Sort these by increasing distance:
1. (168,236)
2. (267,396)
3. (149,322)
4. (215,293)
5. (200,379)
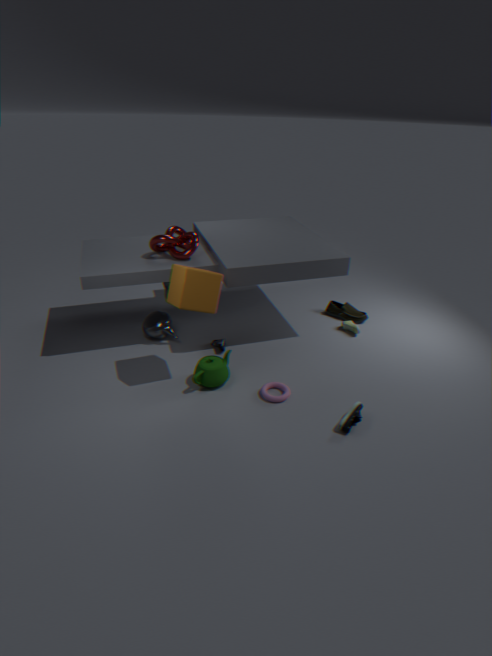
(215,293) < (267,396) < (200,379) < (168,236) < (149,322)
